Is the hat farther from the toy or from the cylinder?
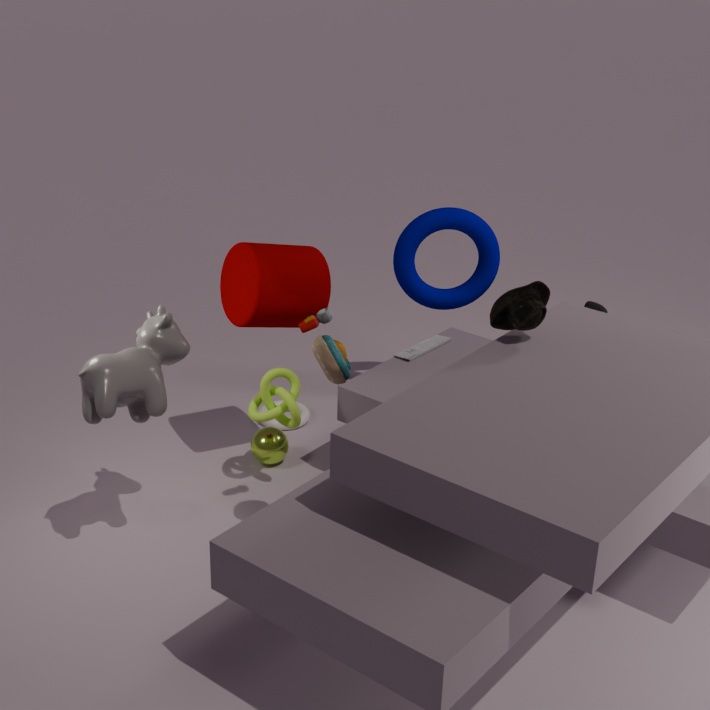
the cylinder
